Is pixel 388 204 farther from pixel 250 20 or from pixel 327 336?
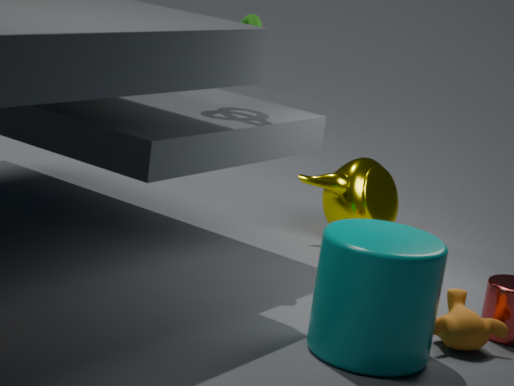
pixel 327 336
